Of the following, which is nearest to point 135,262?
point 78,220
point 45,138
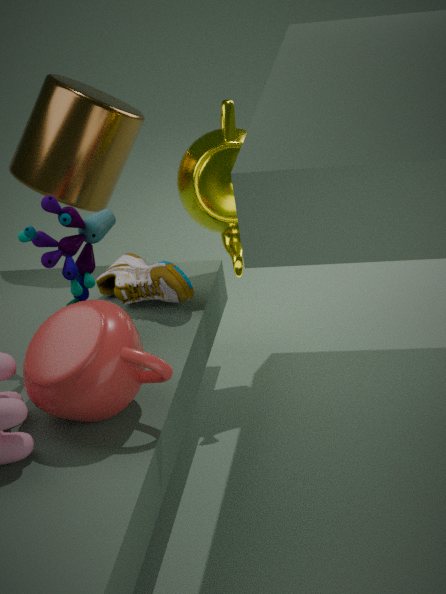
point 78,220
